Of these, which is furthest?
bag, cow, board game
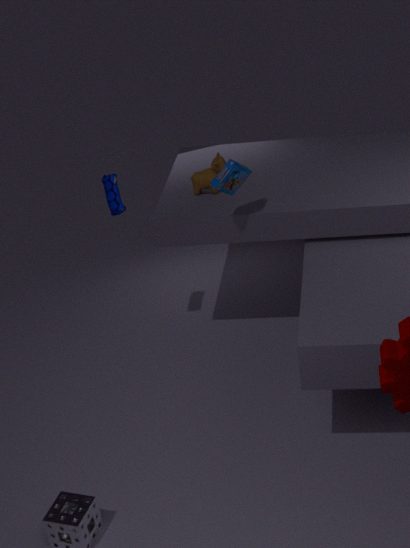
cow
